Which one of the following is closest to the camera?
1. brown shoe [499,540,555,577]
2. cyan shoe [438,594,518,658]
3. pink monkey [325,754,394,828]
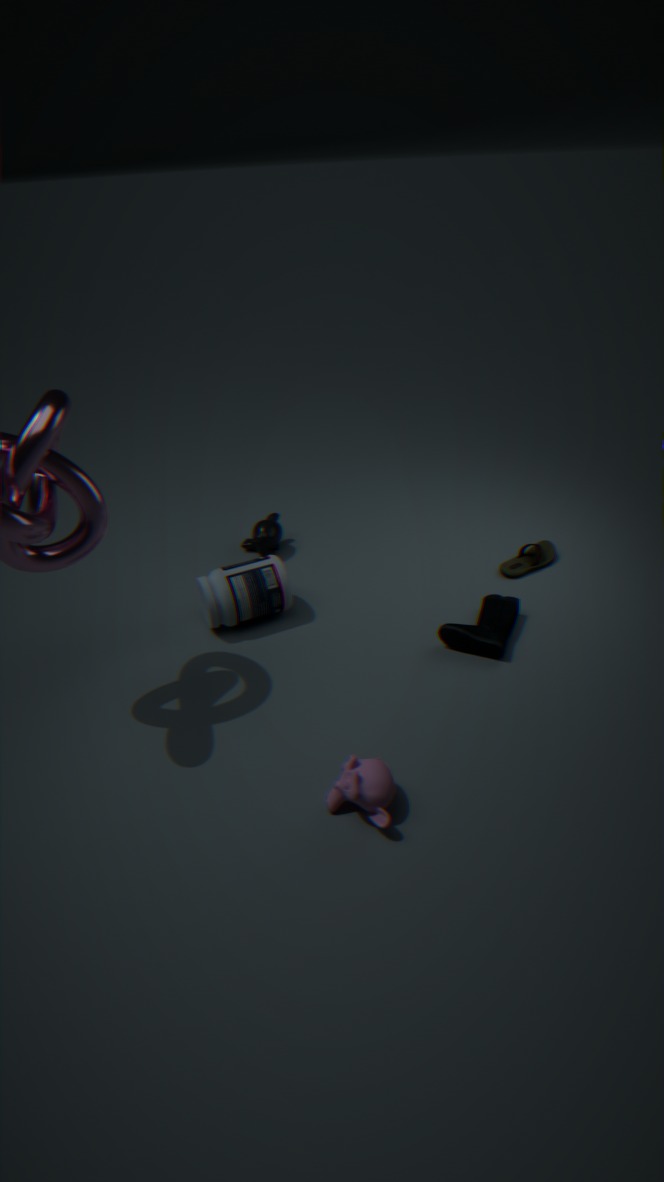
pink monkey [325,754,394,828]
